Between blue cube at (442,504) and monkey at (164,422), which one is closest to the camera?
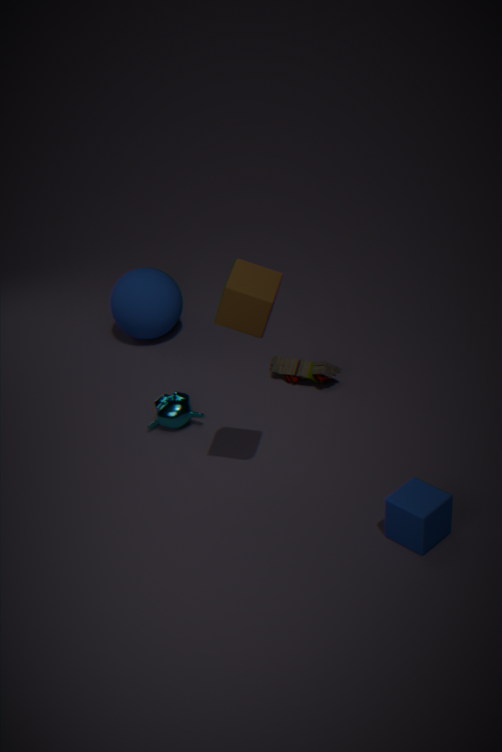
blue cube at (442,504)
